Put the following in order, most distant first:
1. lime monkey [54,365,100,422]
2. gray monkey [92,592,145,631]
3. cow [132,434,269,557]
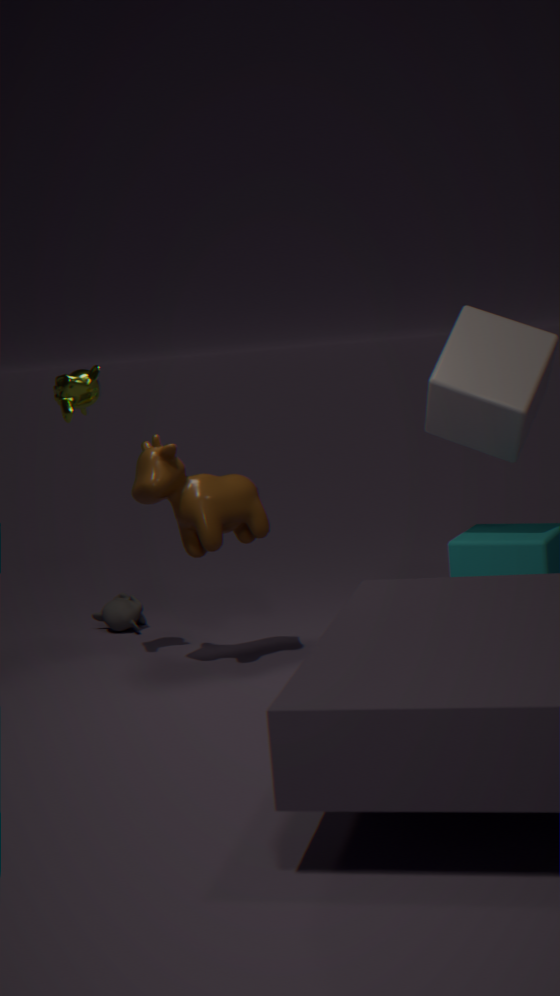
gray monkey [92,592,145,631]
lime monkey [54,365,100,422]
cow [132,434,269,557]
